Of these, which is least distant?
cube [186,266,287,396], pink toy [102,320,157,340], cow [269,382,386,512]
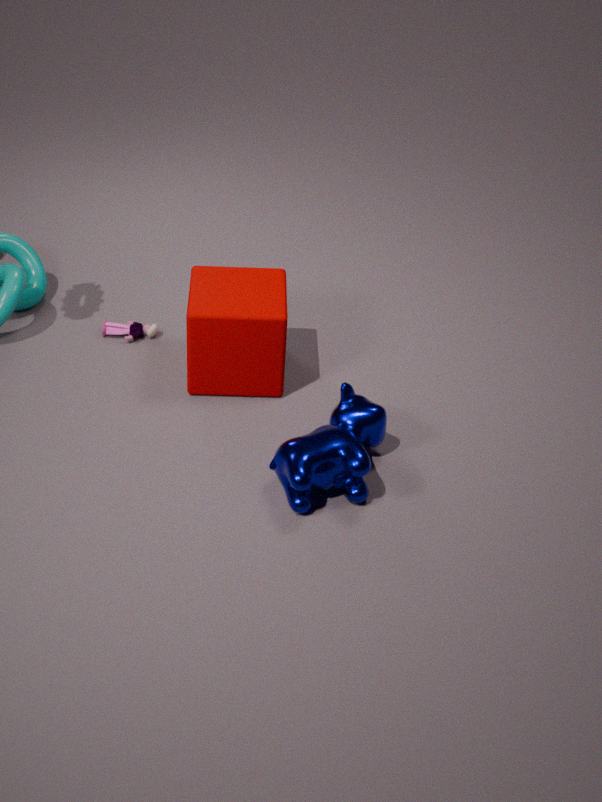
cow [269,382,386,512]
